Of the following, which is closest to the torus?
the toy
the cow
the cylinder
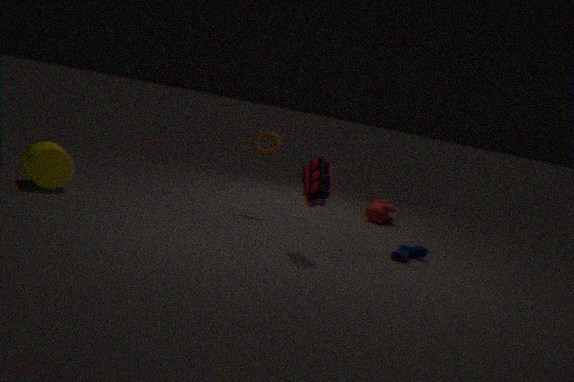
the toy
